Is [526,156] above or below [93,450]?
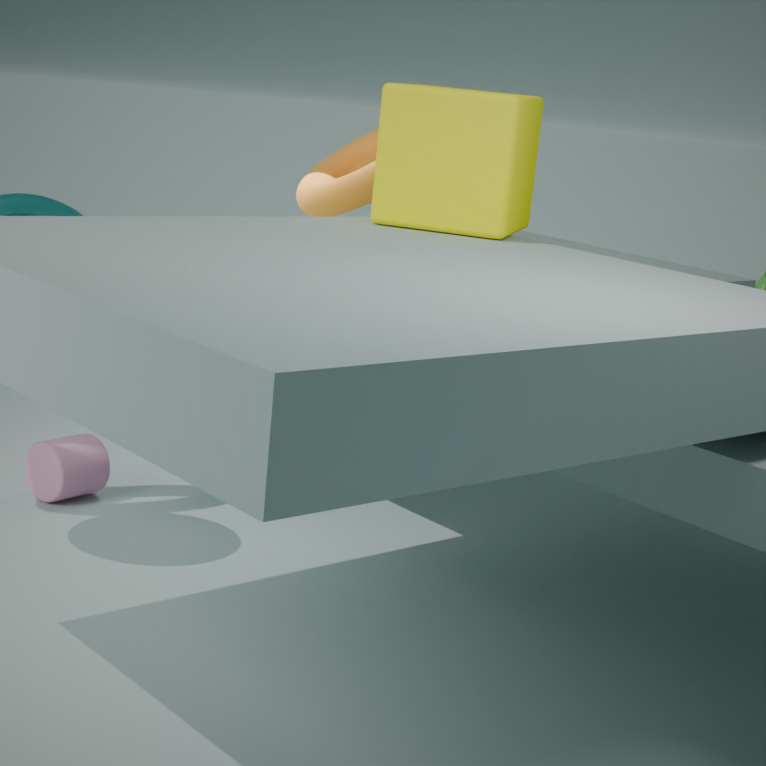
above
